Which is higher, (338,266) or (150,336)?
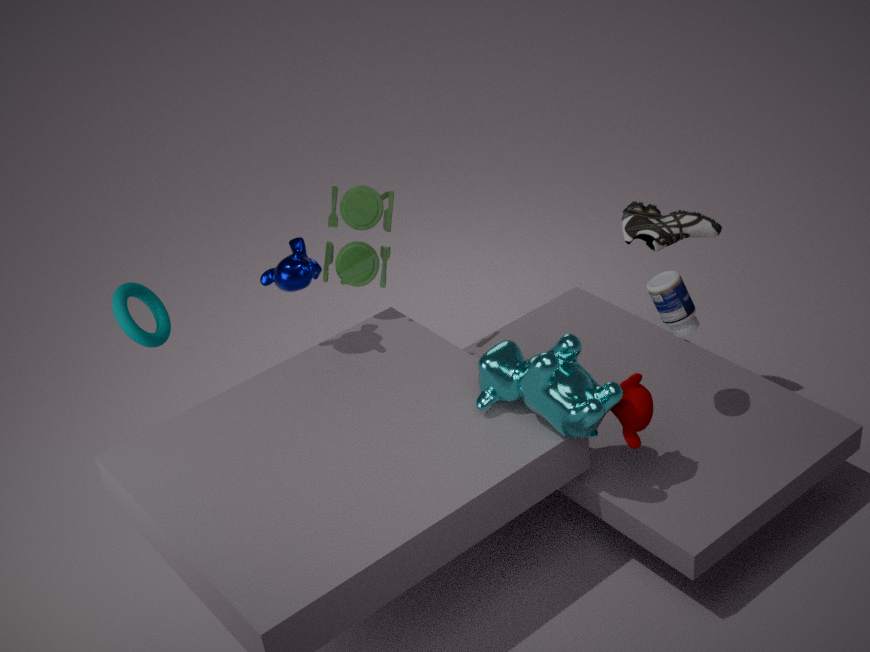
(338,266)
